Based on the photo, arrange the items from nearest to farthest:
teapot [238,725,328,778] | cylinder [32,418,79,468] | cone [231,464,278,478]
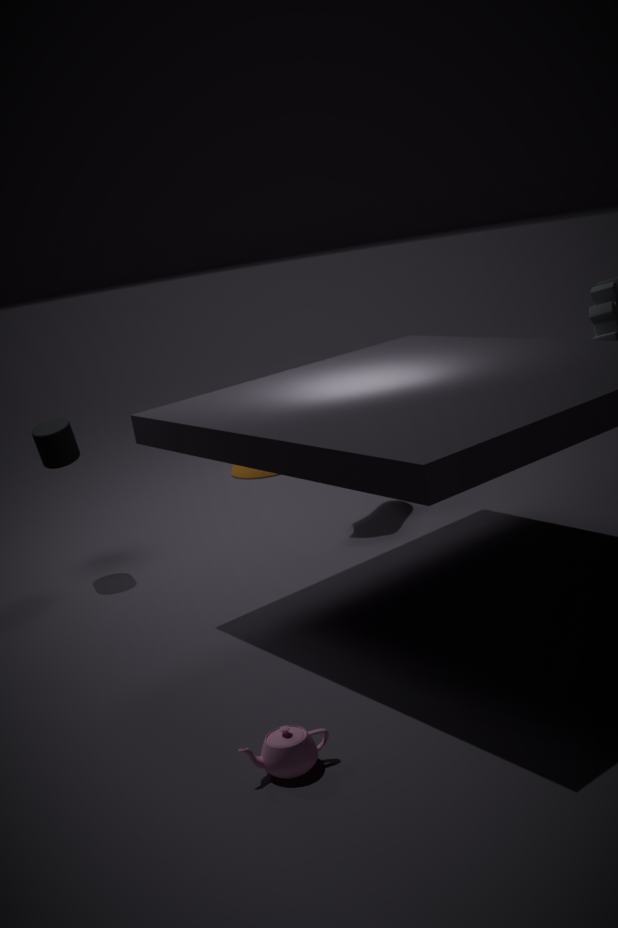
teapot [238,725,328,778]
cylinder [32,418,79,468]
cone [231,464,278,478]
